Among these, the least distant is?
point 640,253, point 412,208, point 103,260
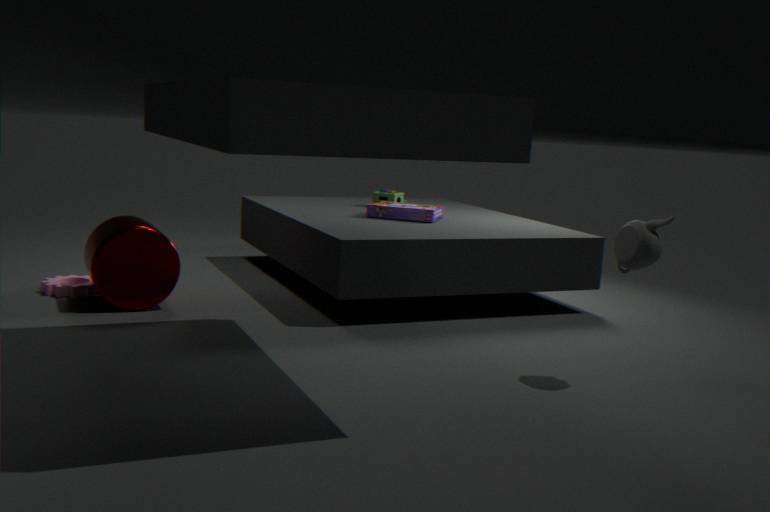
point 640,253
